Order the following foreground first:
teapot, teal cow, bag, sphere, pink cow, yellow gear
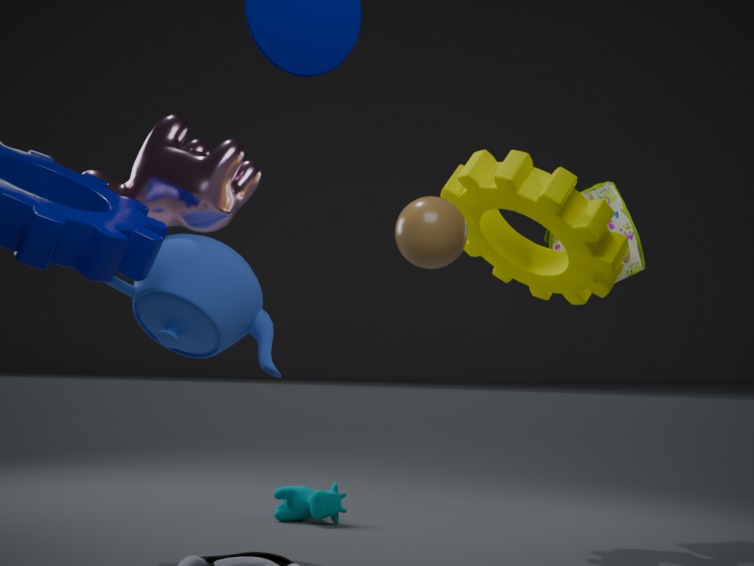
1. sphere
2. teapot
3. pink cow
4. yellow gear
5. teal cow
6. bag
